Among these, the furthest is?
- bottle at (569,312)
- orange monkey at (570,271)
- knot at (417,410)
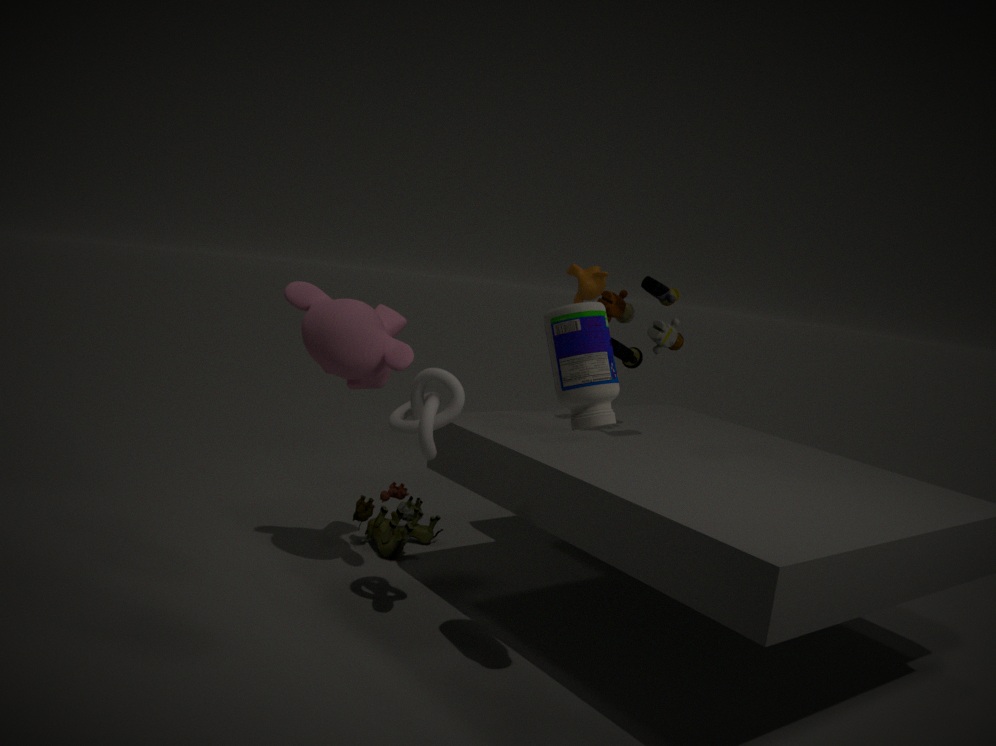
orange monkey at (570,271)
